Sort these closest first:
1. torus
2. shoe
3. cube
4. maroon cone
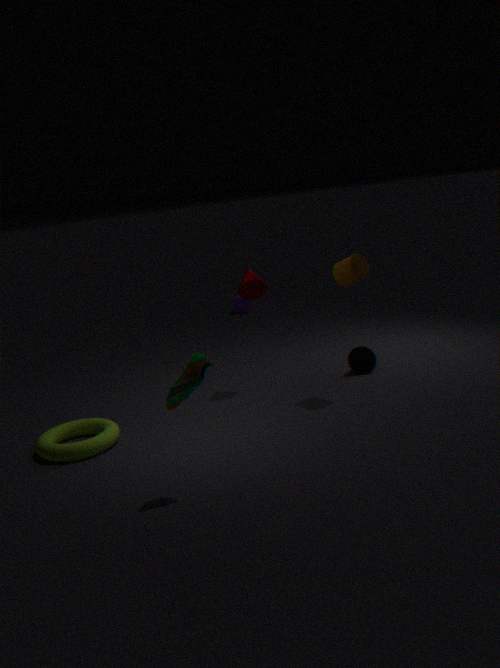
shoe → torus → maroon cone → cube
